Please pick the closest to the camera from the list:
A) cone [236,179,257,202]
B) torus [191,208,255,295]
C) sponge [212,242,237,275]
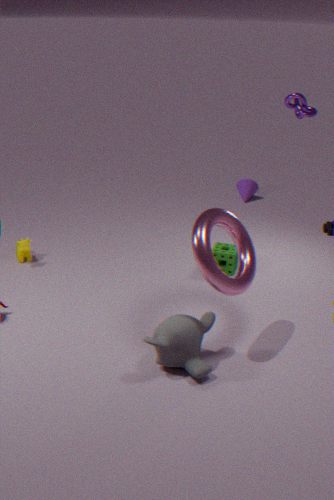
torus [191,208,255,295]
